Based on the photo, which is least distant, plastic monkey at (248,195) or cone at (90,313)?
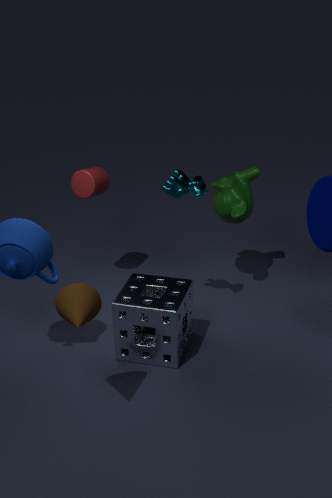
cone at (90,313)
